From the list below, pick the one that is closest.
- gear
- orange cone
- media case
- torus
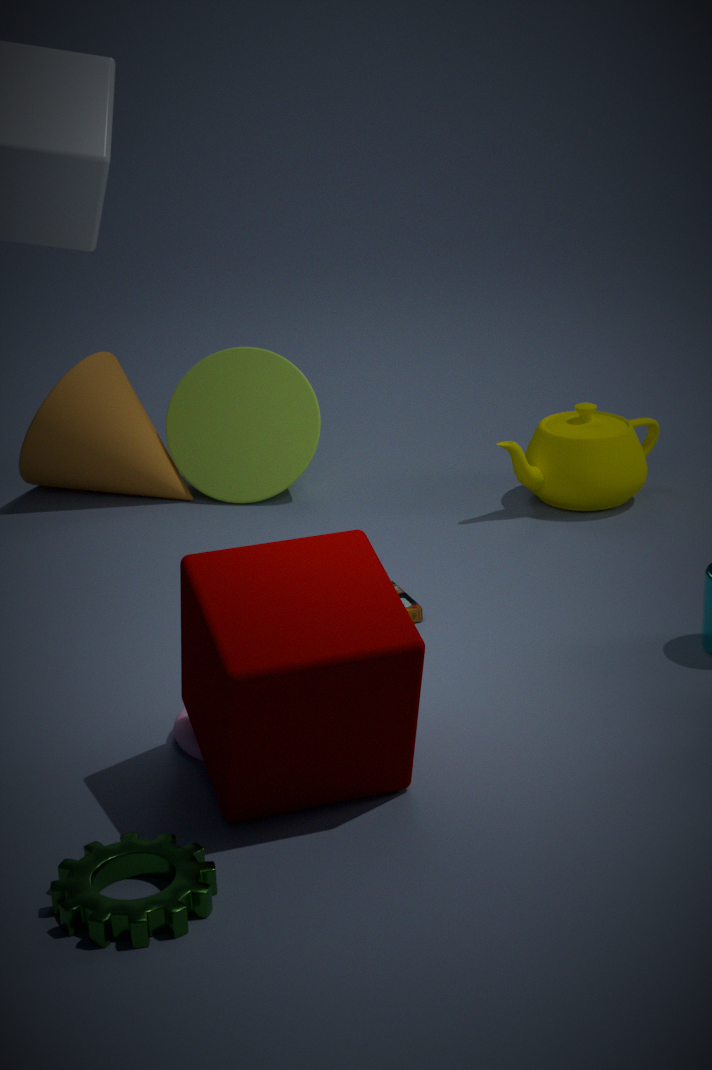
gear
